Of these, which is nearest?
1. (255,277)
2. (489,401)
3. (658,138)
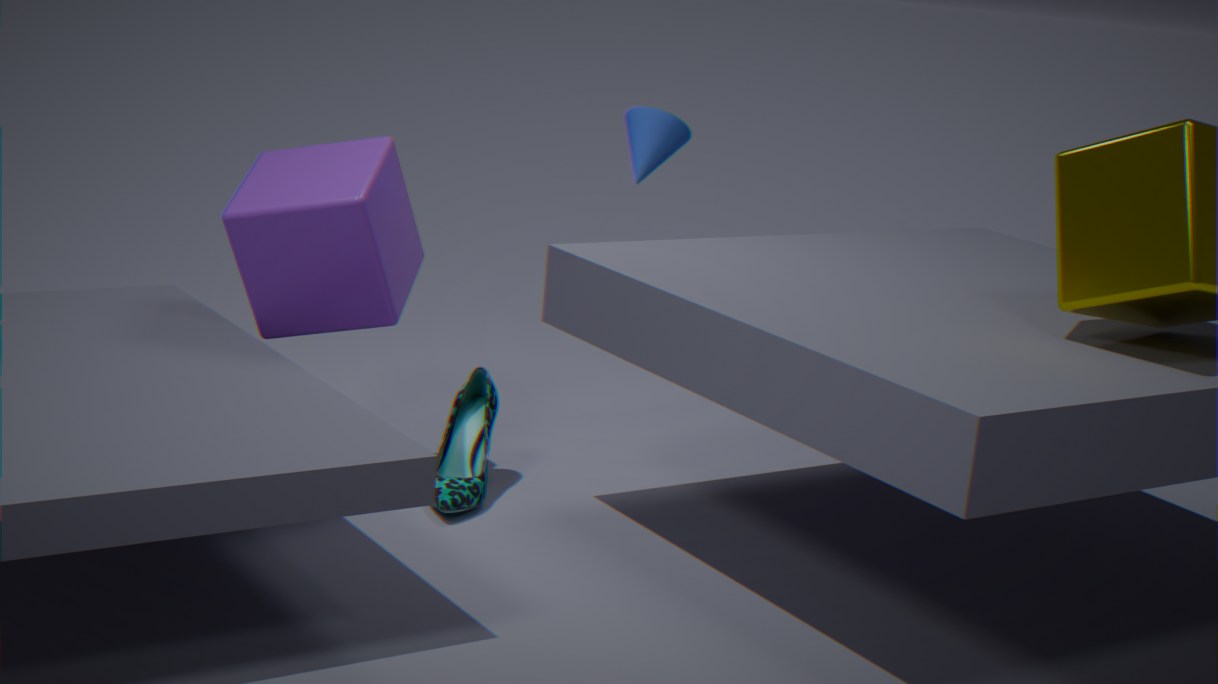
(255,277)
